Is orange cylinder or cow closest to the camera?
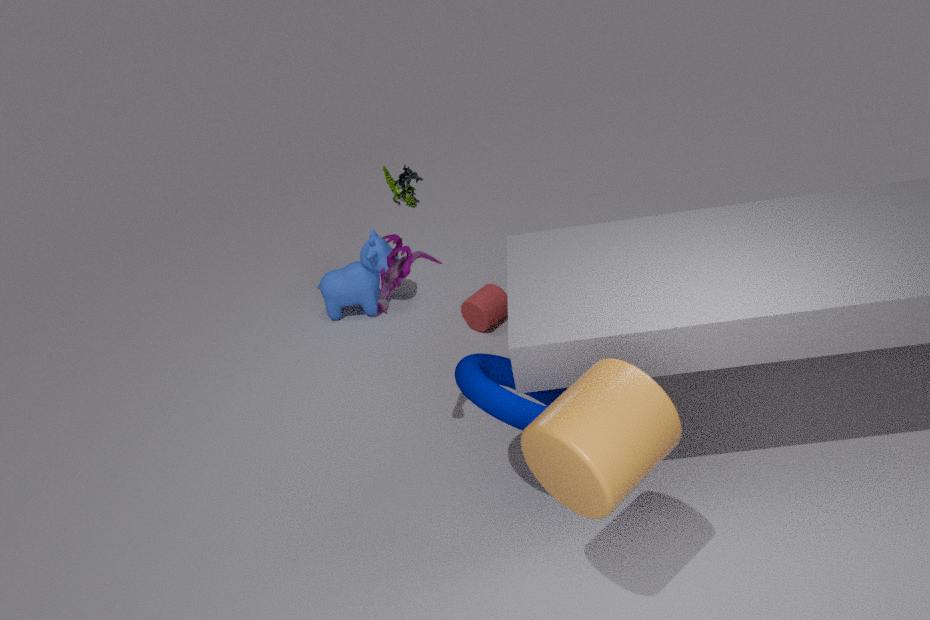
orange cylinder
